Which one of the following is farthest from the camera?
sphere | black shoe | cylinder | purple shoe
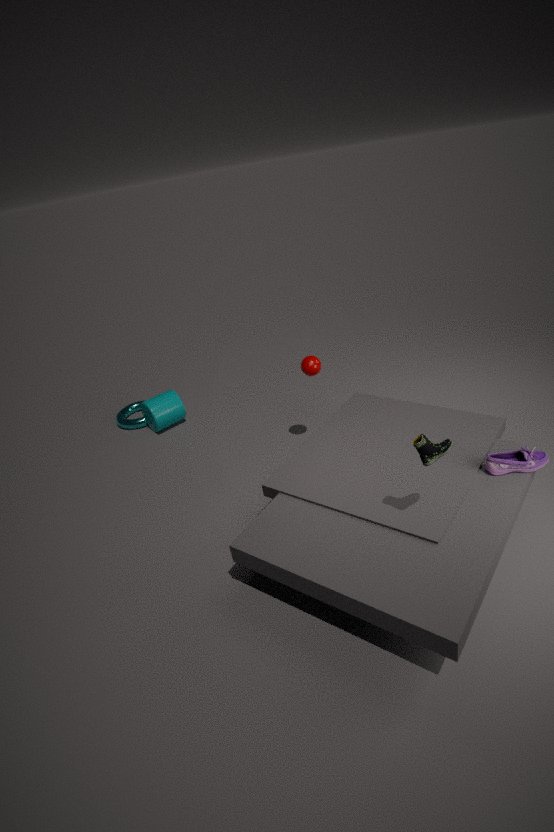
cylinder
